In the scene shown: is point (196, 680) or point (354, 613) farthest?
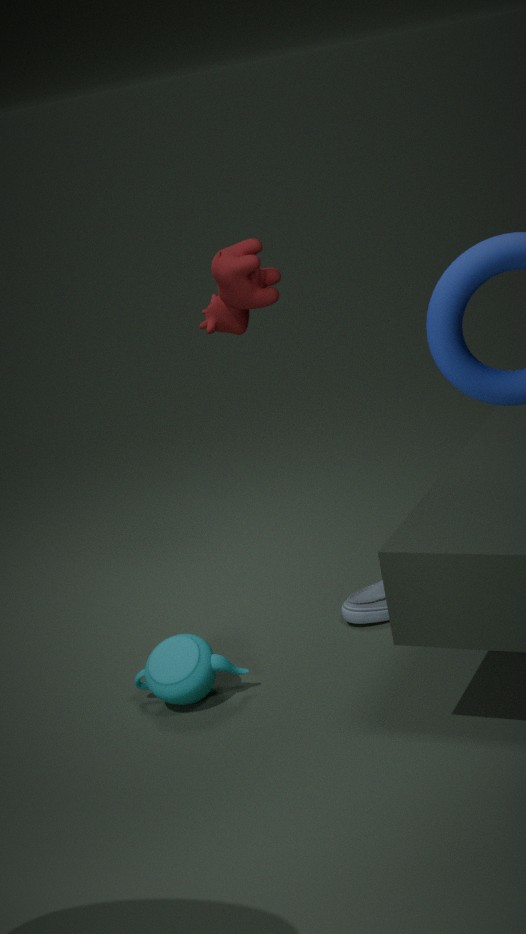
point (354, 613)
